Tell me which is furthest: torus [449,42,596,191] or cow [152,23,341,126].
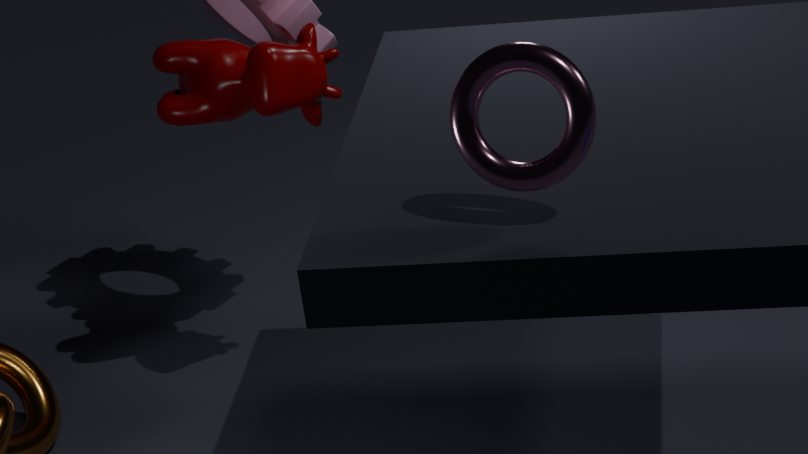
cow [152,23,341,126]
